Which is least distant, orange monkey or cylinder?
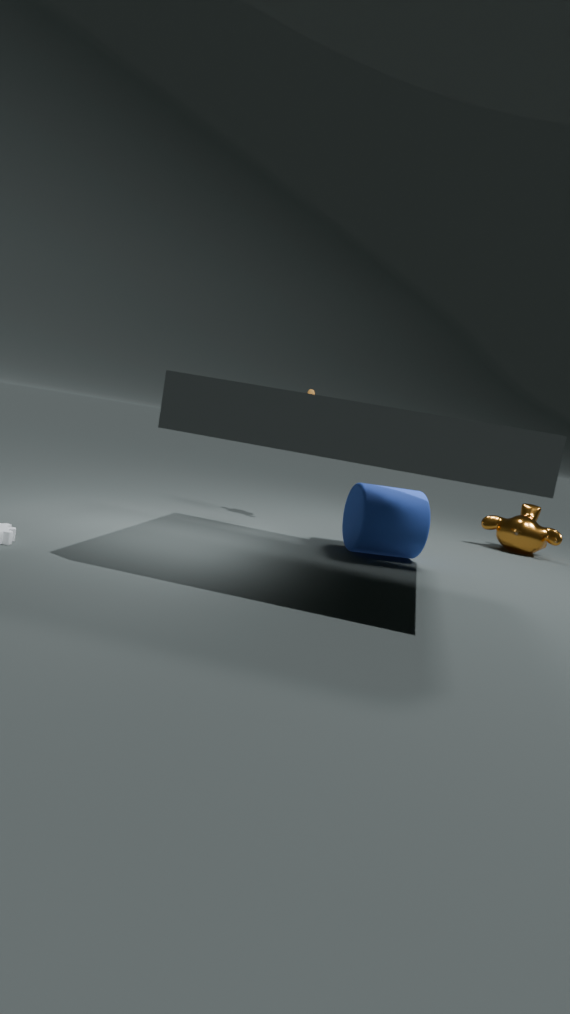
cylinder
